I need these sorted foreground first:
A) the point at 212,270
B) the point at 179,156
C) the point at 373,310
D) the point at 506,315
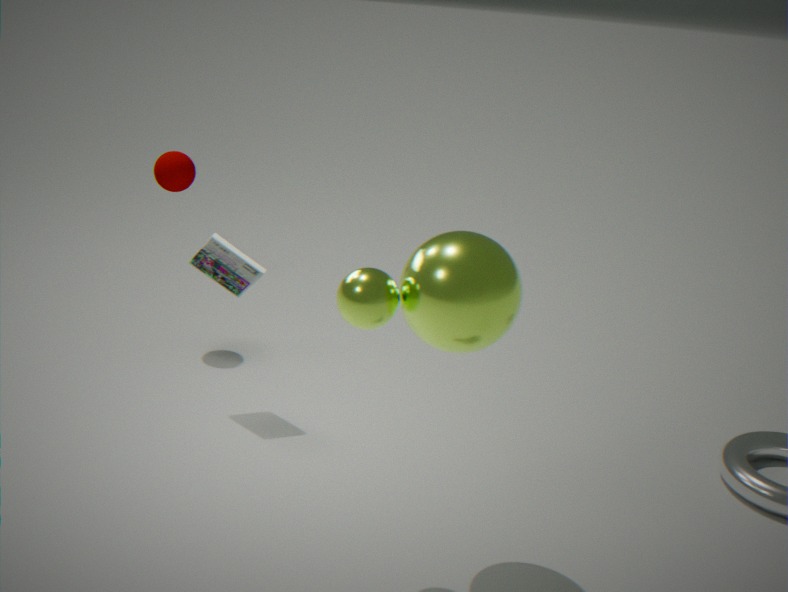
1. the point at 373,310
2. the point at 506,315
3. the point at 212,270
4. the point at 179,156
